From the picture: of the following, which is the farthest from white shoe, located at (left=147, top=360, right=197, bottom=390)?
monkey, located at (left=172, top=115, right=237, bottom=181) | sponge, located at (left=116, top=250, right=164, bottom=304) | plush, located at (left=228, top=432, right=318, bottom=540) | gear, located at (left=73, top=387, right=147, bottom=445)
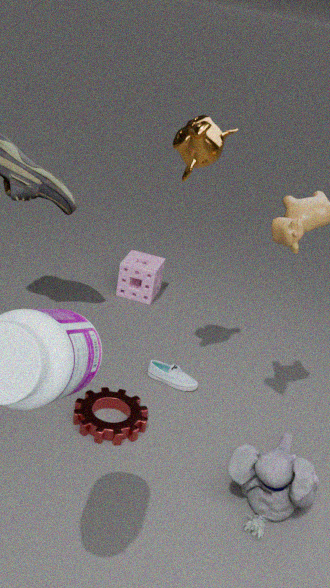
monkey, located at (left=172, top=115, right=237, bottom=181)
